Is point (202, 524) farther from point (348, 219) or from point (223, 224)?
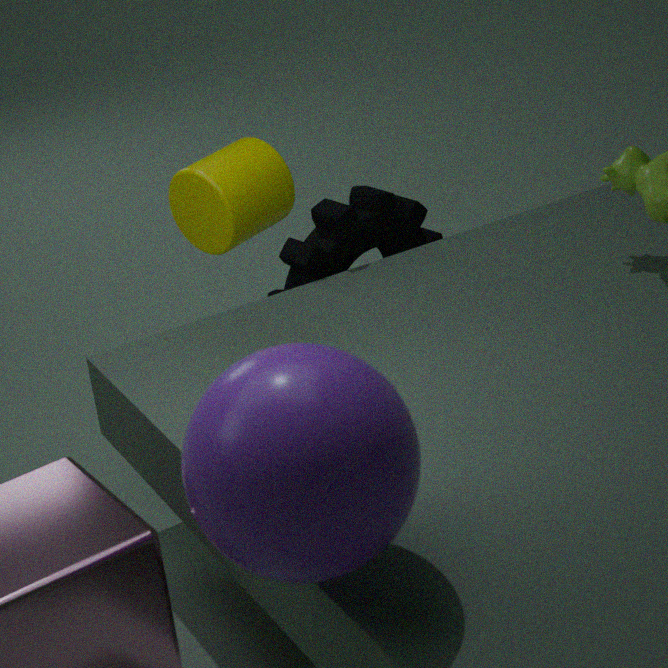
point (348, 219)
